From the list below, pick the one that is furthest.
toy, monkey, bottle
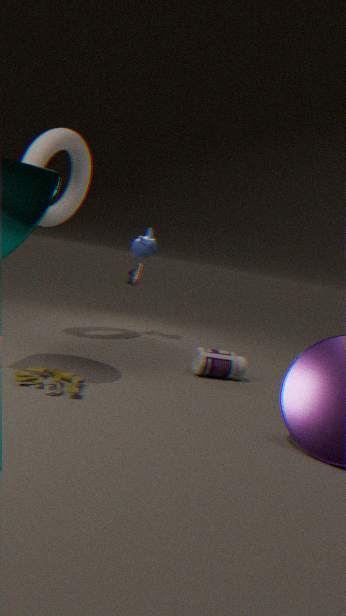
monkey
